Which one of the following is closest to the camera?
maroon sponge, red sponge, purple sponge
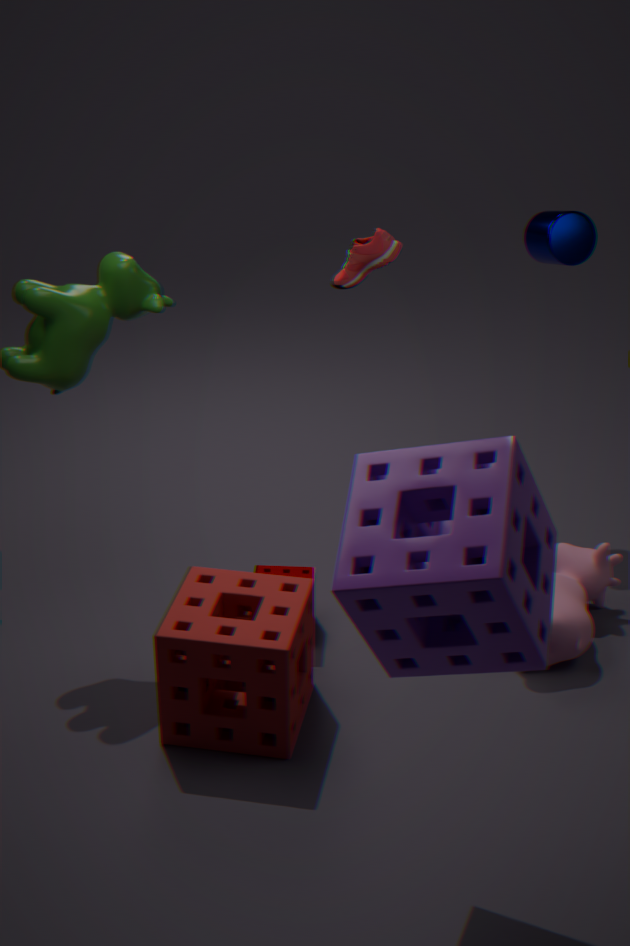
purple sponge
